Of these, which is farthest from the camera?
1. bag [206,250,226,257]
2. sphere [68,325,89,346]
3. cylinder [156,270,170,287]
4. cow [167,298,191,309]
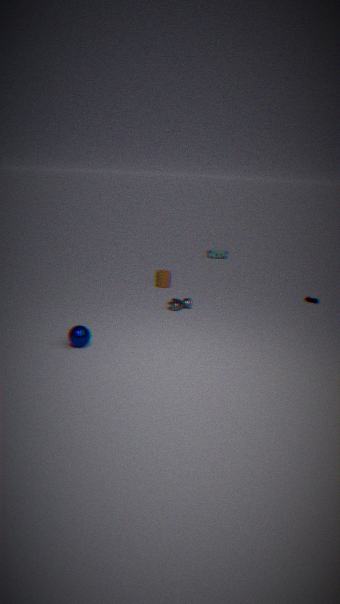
bag [206,250,226,257]
